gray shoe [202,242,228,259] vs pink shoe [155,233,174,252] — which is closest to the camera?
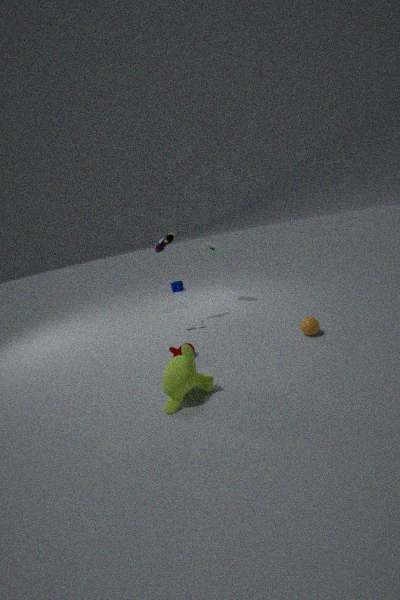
pink shoe [155,233,174,252]
